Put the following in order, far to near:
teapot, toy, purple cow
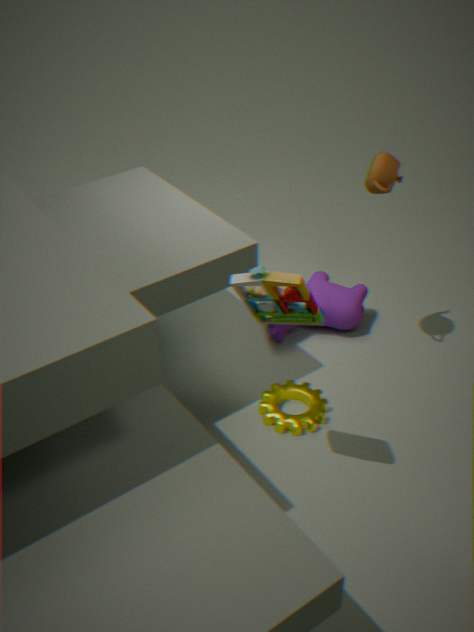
purple cow → teapot → toy
